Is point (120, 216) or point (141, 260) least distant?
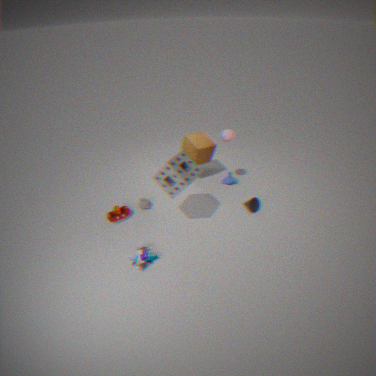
point (141, 260)
